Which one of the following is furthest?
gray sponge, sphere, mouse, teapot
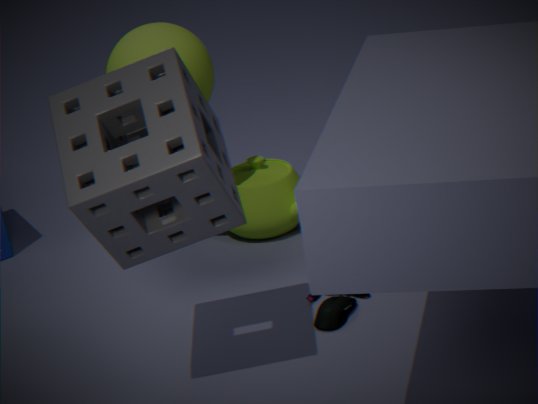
teapot
